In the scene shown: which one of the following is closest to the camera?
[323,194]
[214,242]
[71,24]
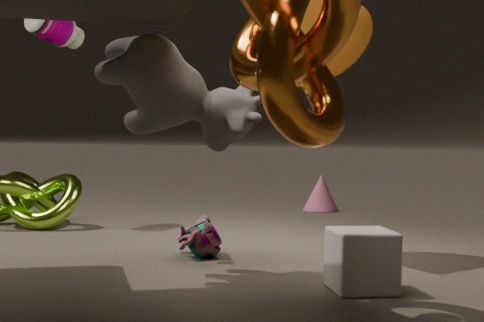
[214,242]
